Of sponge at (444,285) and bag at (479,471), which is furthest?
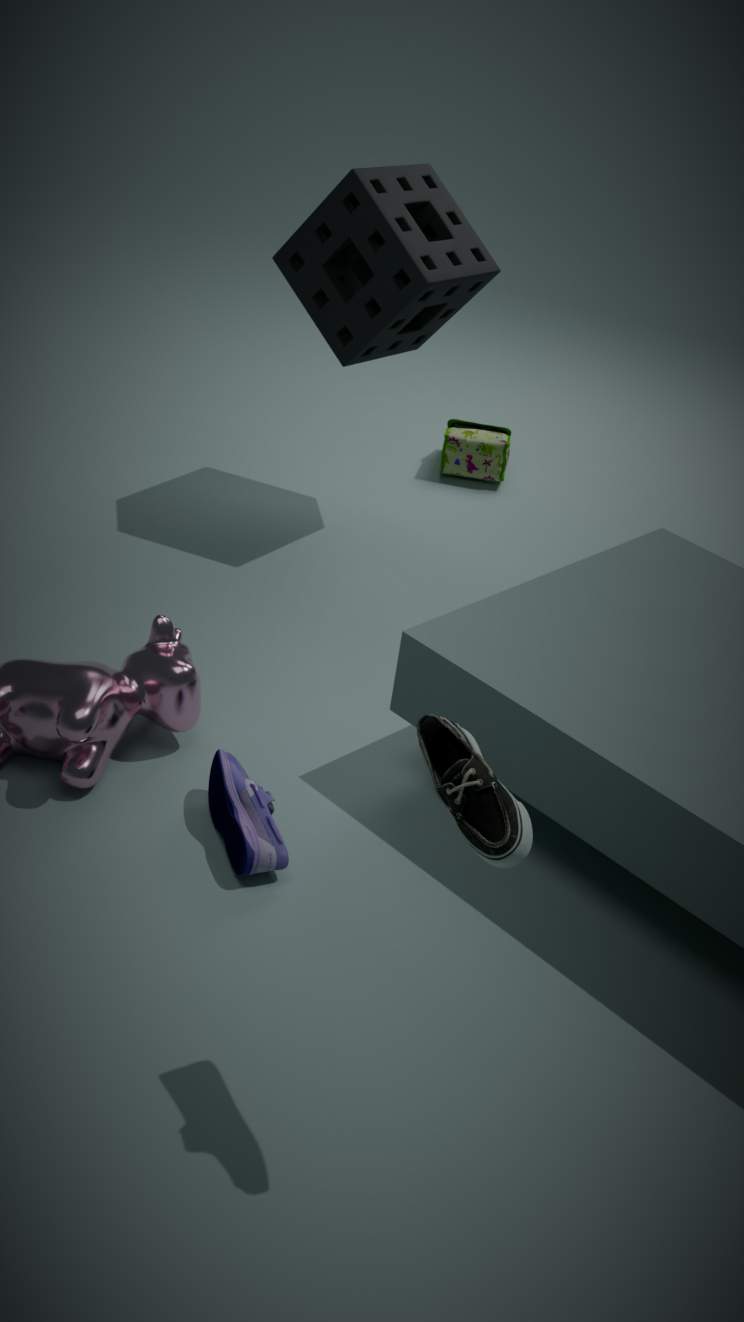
bag at (479,471)
